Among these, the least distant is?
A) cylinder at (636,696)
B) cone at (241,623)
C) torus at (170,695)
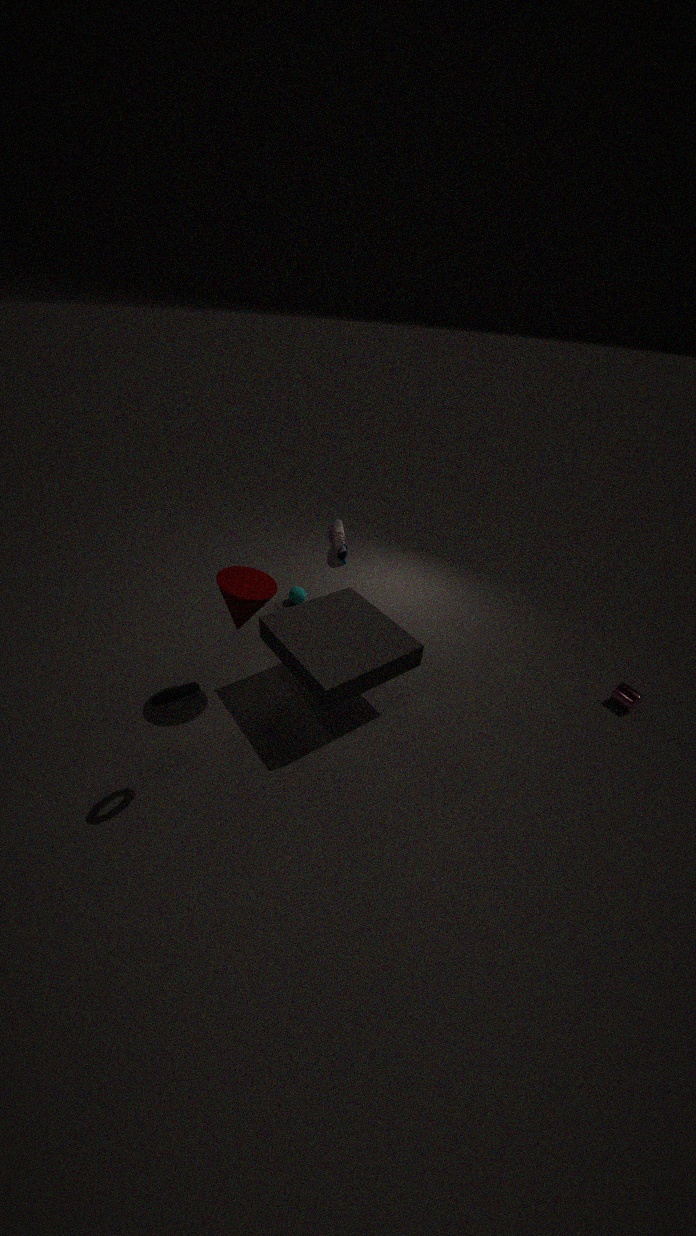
torus at (170,695)
